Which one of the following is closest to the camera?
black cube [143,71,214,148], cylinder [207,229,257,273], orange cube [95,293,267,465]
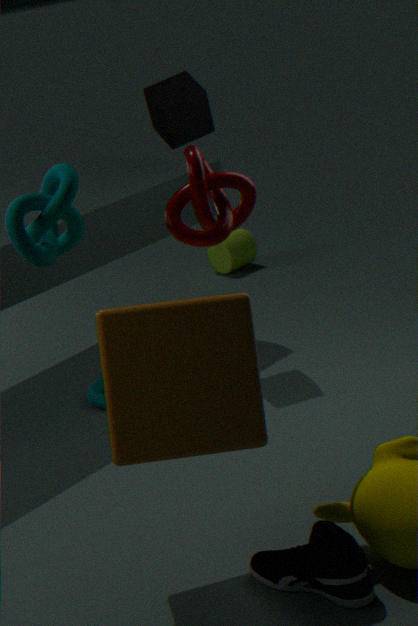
orange cube [95,293,267,465]
